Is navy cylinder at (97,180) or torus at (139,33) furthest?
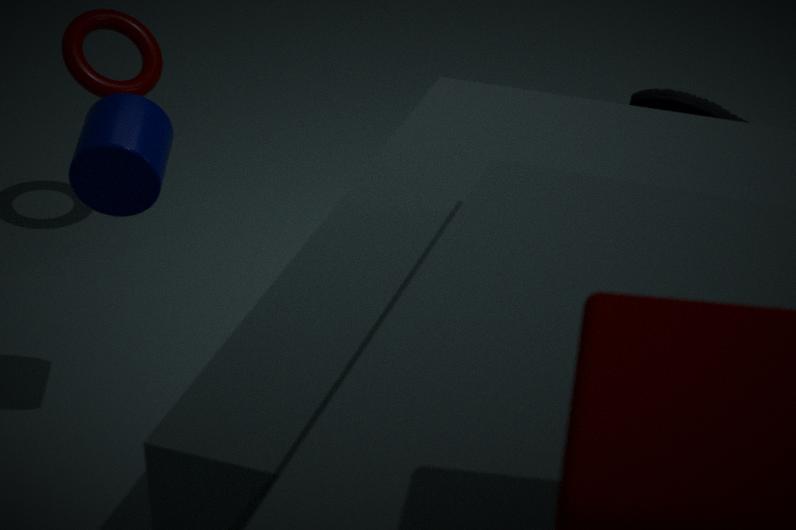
torus at (139,33)
